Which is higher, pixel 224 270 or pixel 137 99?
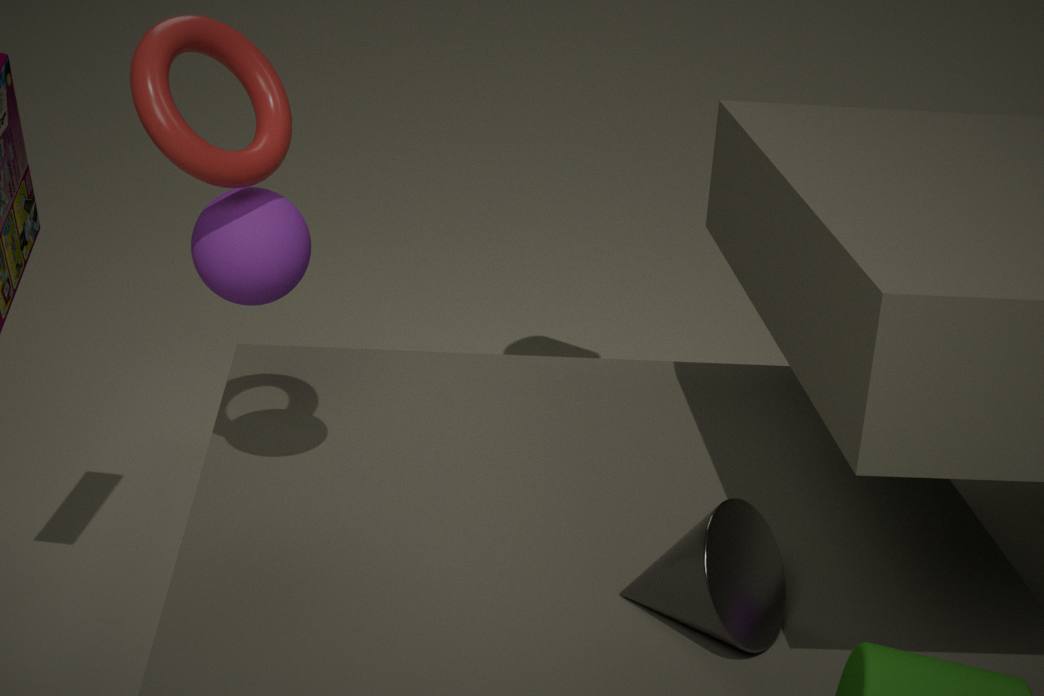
pixel 137 99
